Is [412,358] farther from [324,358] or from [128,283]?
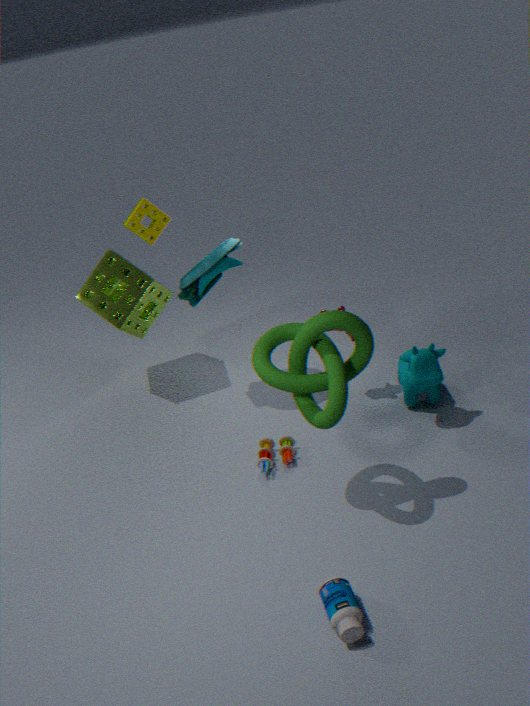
[128,283]
